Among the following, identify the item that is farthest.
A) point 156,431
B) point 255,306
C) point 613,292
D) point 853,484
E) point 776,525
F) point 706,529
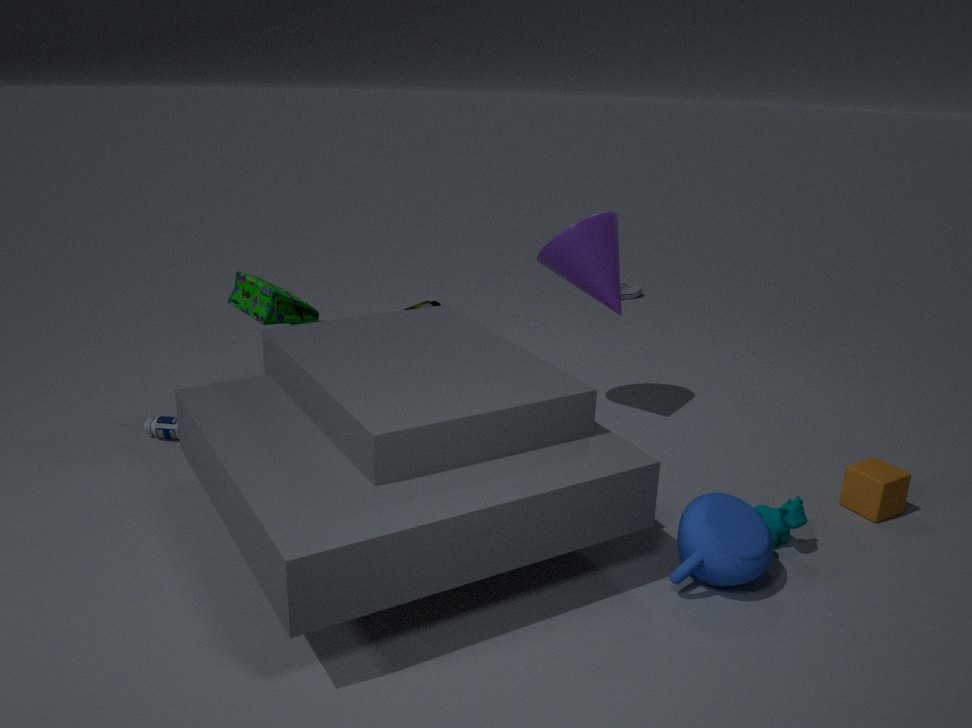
point 613,292
